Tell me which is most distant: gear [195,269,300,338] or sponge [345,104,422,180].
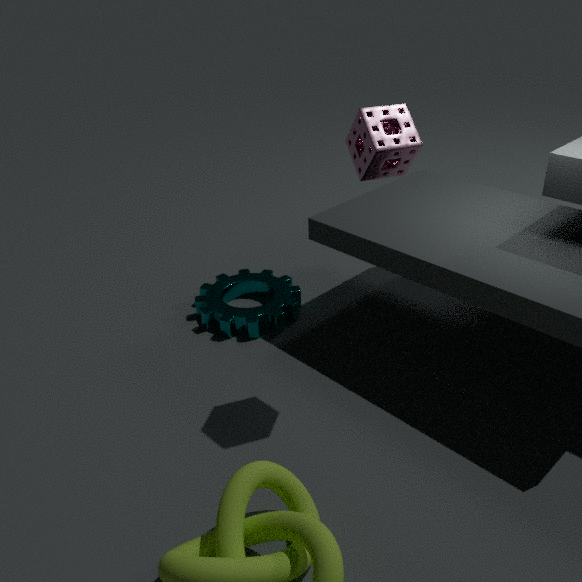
gear [195,269,300,338]
